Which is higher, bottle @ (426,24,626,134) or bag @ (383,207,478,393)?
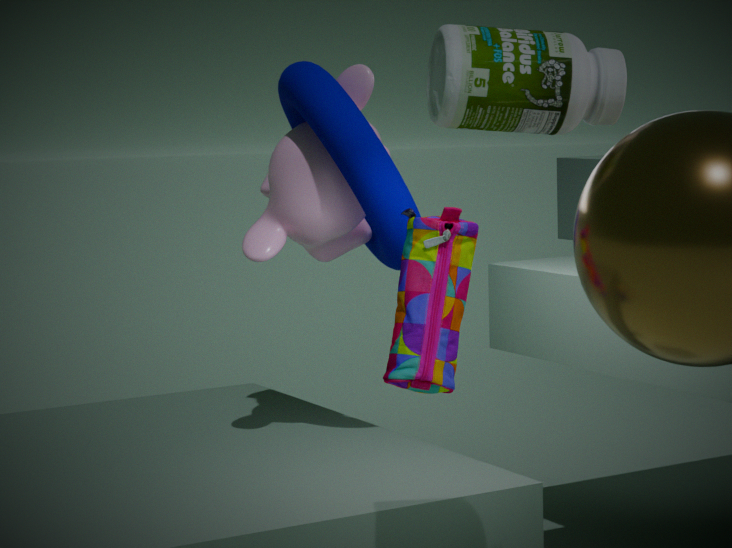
bottle @ (426,24,626,134)
